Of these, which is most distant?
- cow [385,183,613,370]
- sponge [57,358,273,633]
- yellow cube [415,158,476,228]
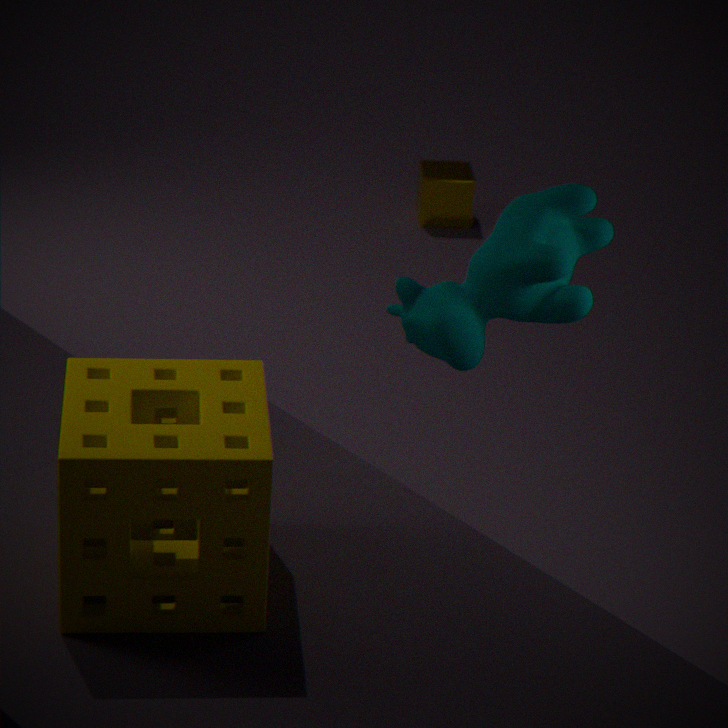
yellow cube [415,158,476,228]
